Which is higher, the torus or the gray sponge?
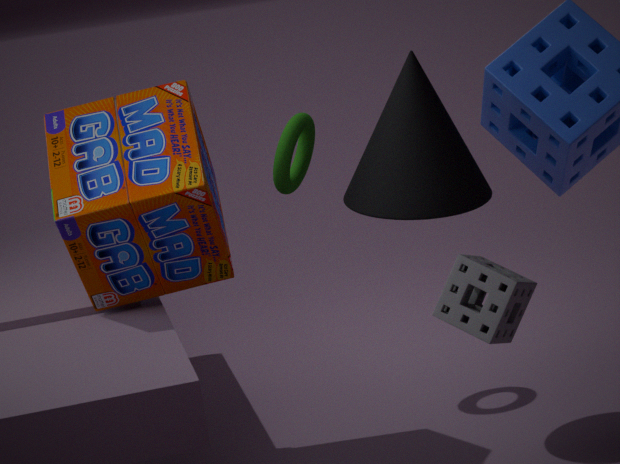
the torus
